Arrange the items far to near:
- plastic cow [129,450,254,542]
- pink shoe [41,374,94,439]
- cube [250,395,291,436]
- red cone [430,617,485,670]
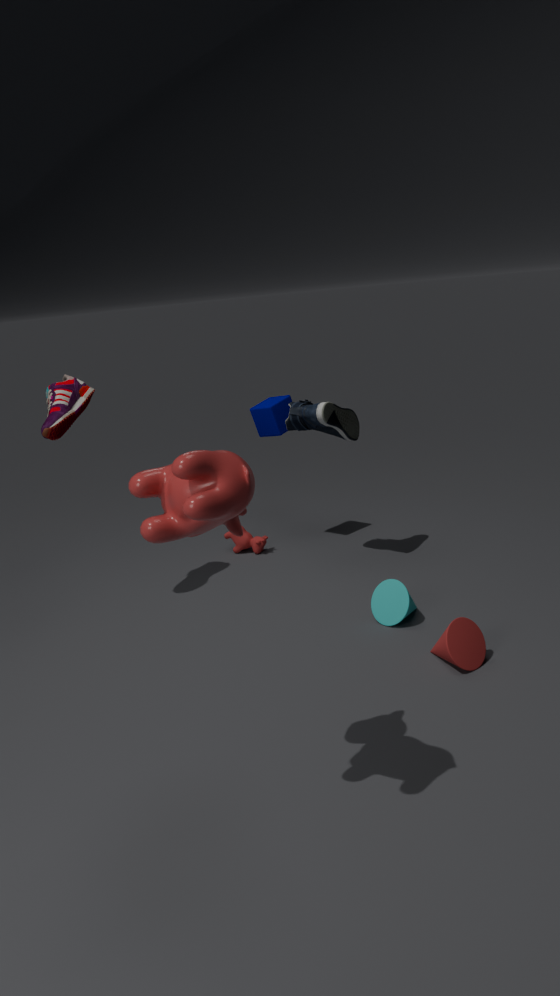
cube [250,395,291,436] → pink shoe [41,374,94,439] → red cone [430,617,485,670] → plastic cow [129,450,254,542]
